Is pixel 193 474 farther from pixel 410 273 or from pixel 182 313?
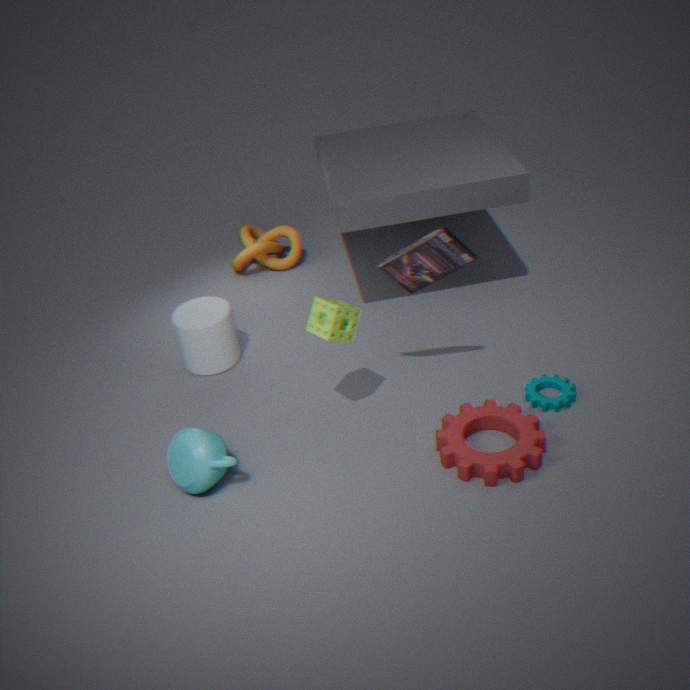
pixel 410 273
